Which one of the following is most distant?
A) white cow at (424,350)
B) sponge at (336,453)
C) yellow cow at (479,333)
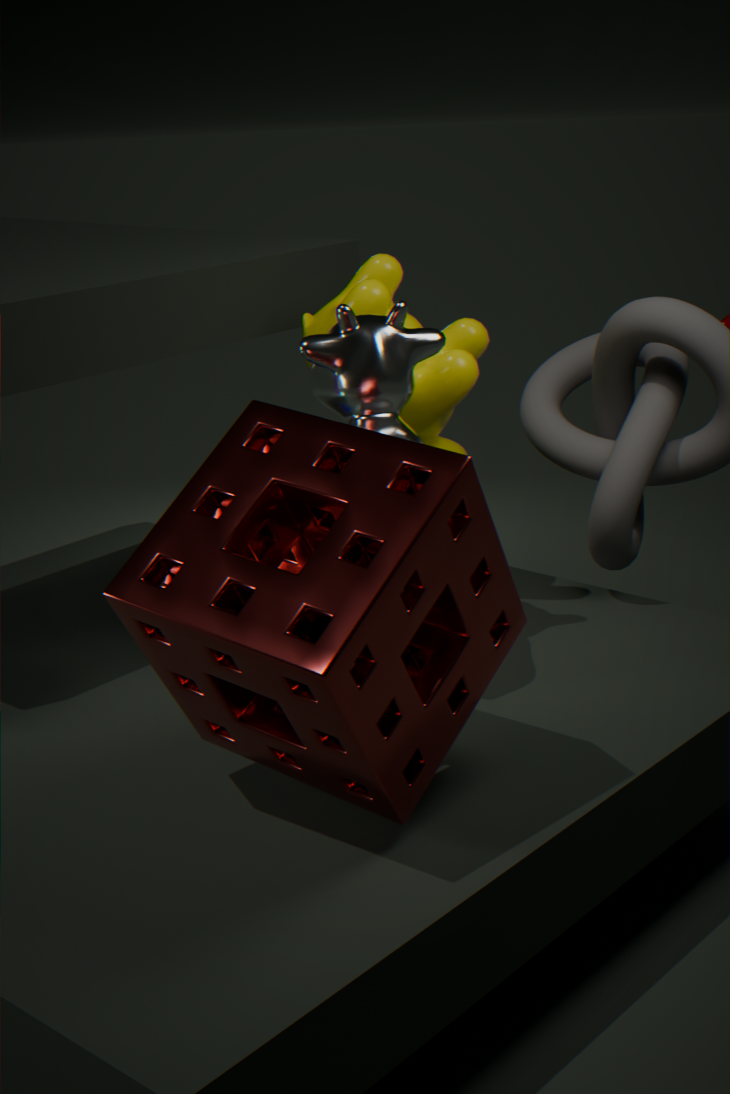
yellow cow at (479,333)
